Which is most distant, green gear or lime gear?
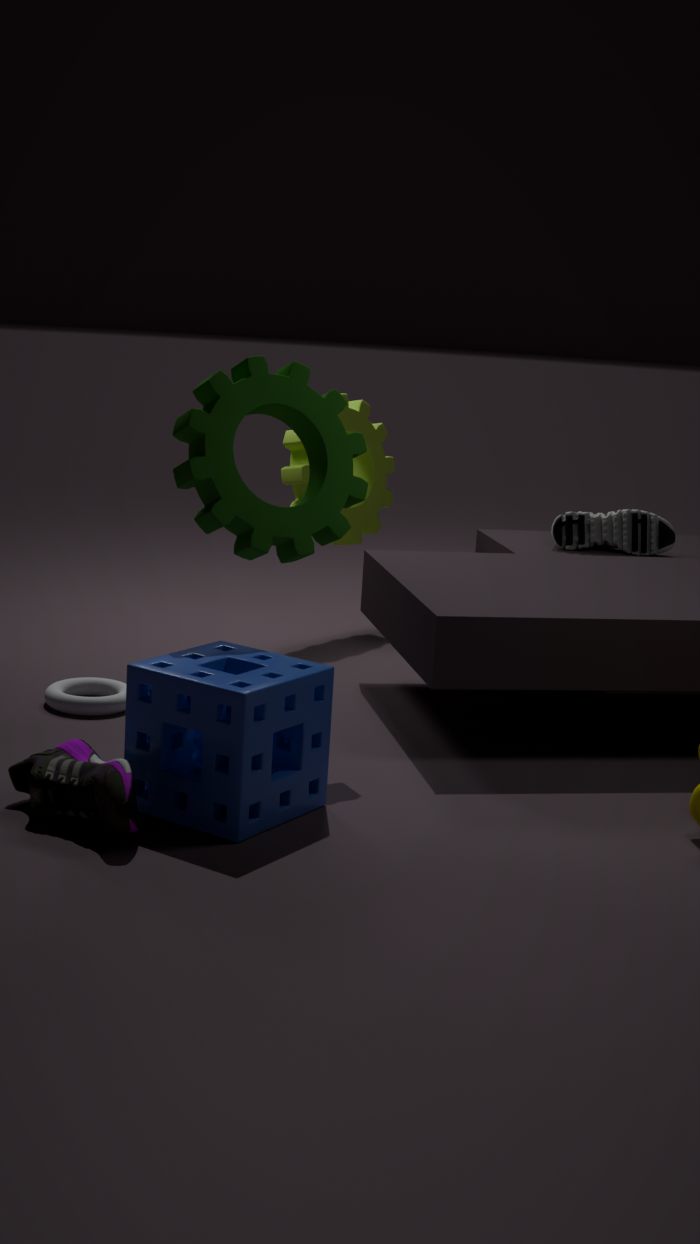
lime gear
